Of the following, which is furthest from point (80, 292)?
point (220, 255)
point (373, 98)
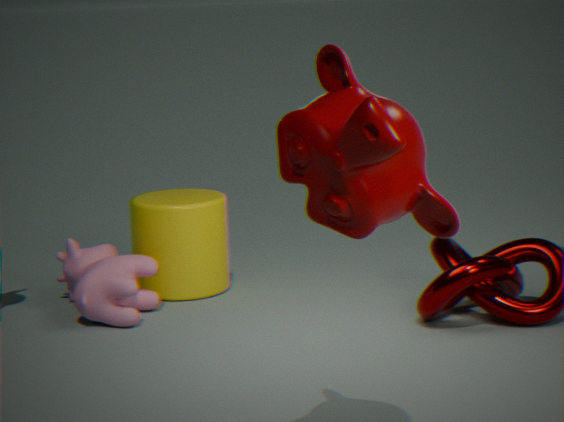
point (373, 98)
